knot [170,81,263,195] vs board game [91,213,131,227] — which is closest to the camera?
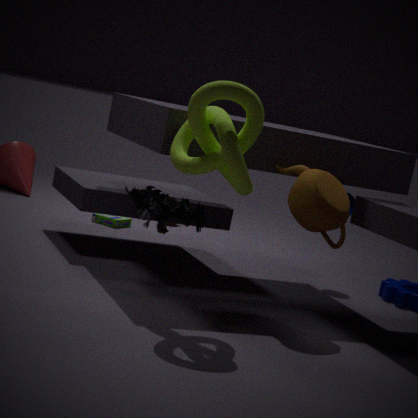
knot [170,81,263,195]
